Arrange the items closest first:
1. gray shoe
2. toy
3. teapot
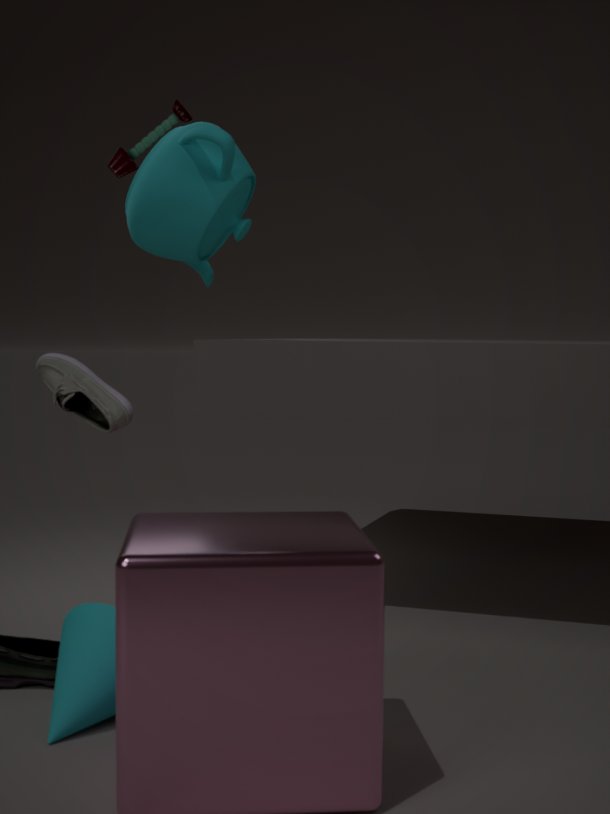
gray shoe, teapot, toy
